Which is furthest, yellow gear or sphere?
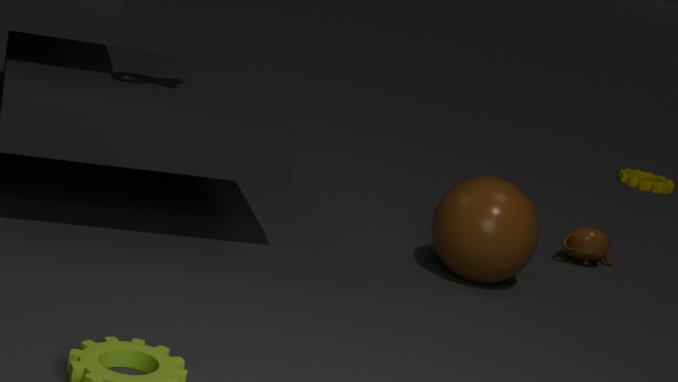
yellow gear
